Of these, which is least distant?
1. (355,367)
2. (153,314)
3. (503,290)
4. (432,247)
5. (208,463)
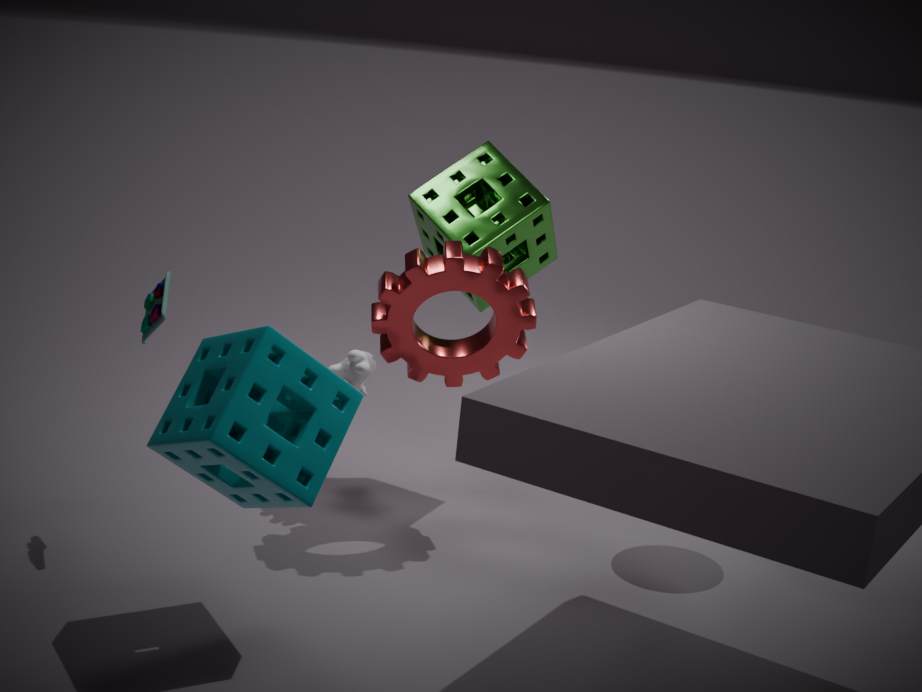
(208,463)
